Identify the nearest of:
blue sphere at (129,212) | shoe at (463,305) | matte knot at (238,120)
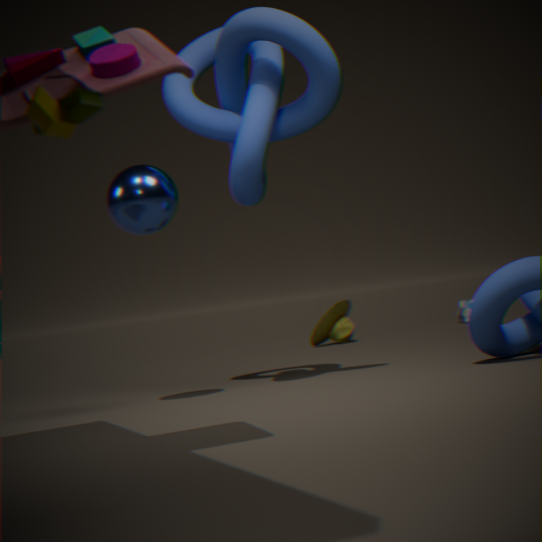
blue sphere at (129,212)
